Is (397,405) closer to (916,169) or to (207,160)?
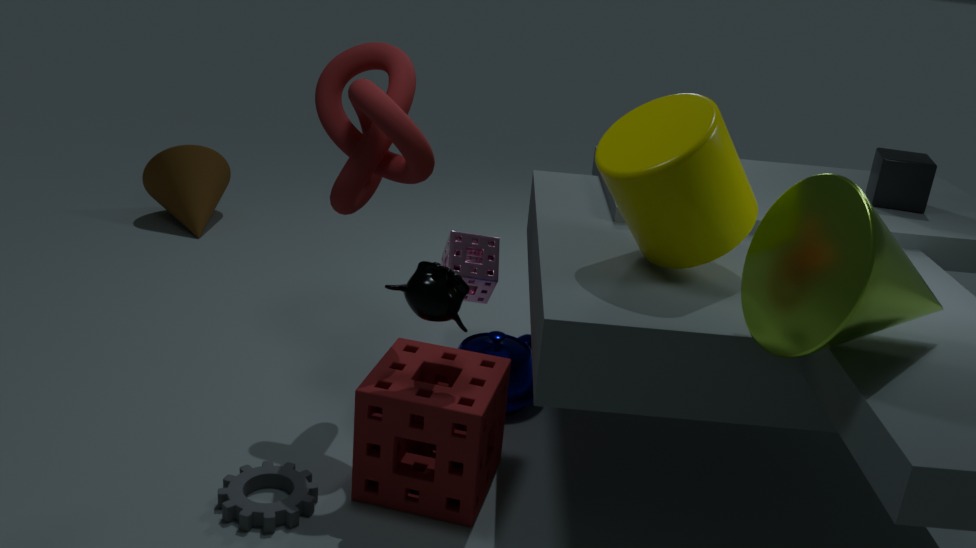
(916,169)
